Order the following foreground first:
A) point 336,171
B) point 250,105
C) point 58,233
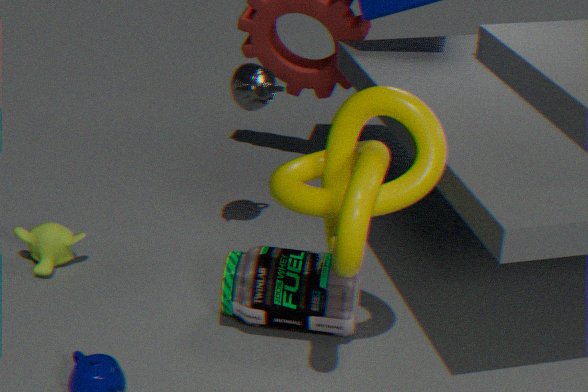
point 336,171
point 250,105
point 58,233
